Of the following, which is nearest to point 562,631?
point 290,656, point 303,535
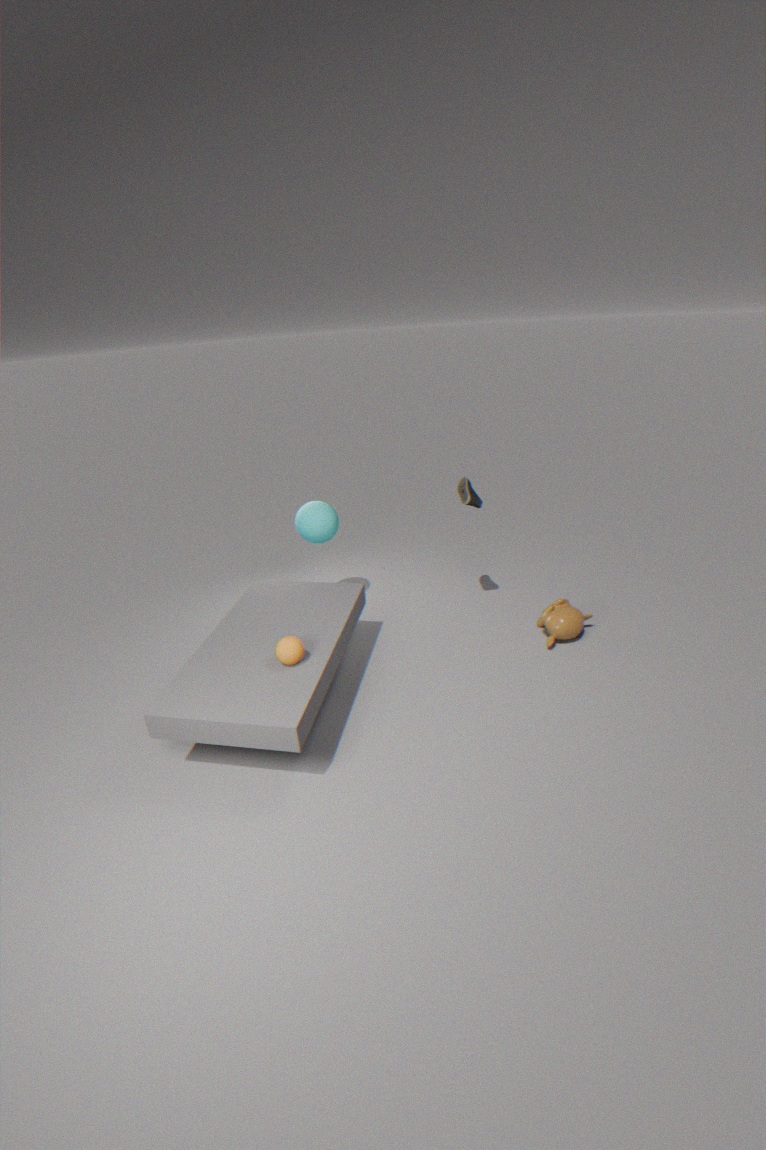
point 303,535
